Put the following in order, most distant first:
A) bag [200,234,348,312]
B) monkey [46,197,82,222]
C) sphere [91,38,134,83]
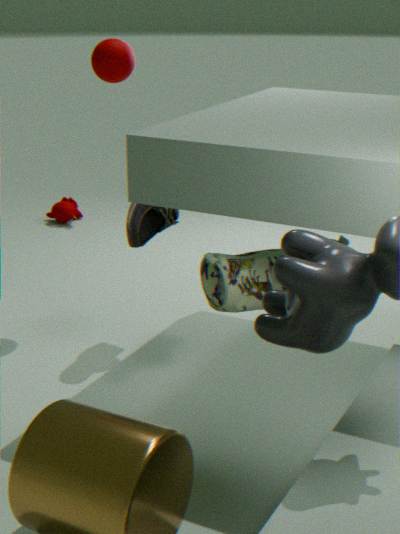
monkey [46,197,82,222], sphere [91,38,134,83], bag [200,234,348,312]
